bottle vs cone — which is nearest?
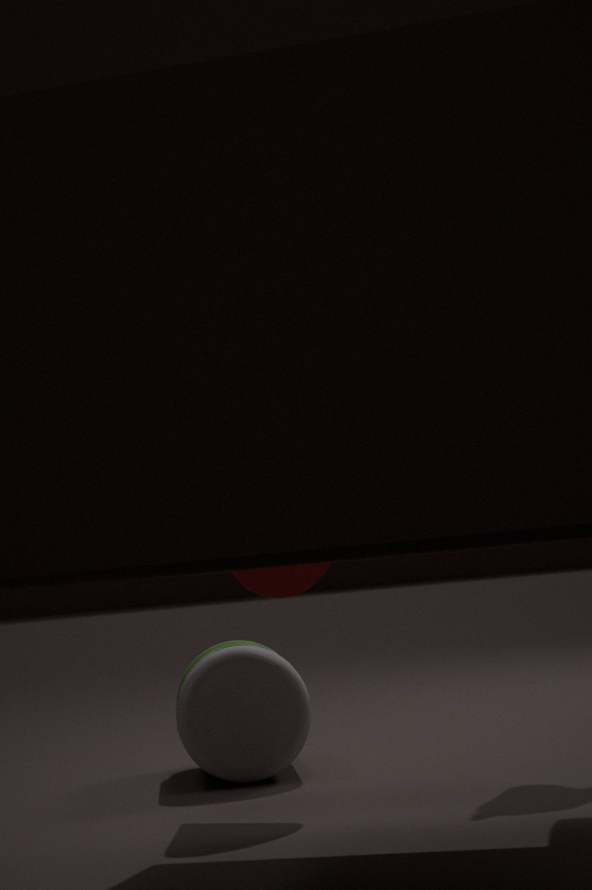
cone
